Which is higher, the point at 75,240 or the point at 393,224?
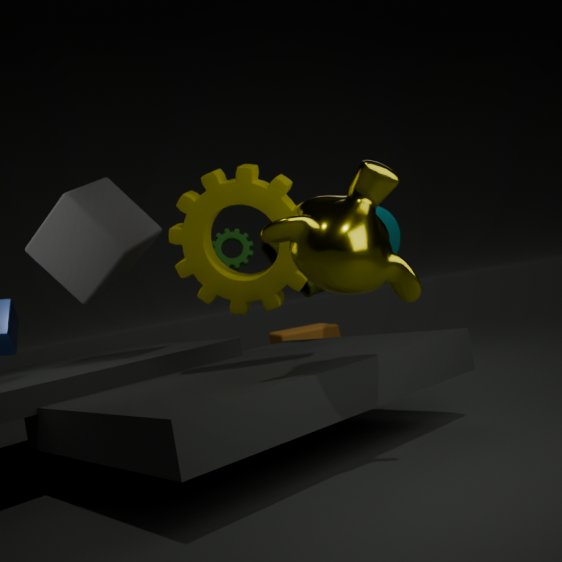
the point at 75,240
